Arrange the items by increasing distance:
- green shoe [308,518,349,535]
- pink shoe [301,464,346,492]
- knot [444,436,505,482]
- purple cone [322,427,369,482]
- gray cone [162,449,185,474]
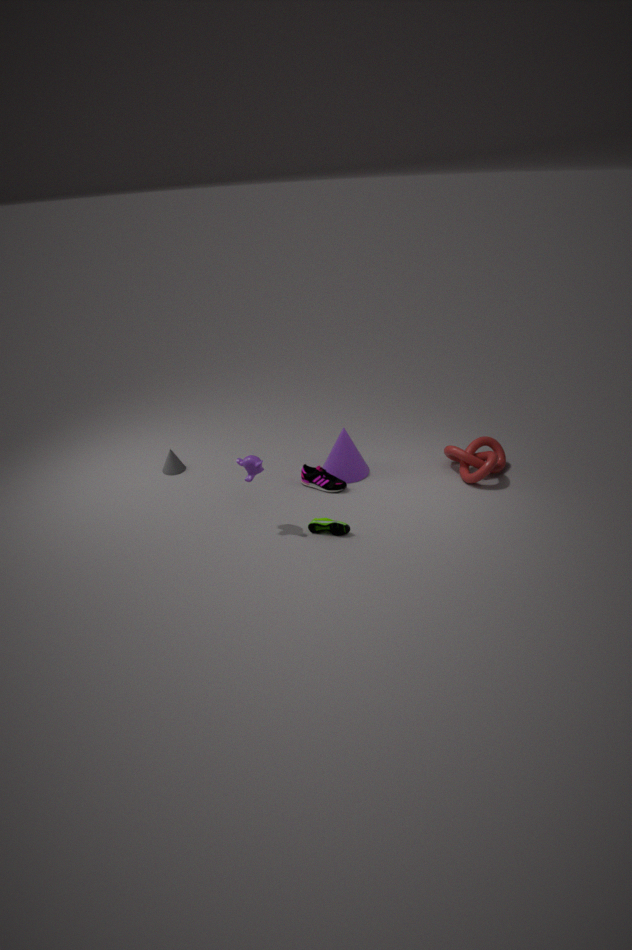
green shoe [308,518,349,535] < knot [444,436,505,482] < pink shoe [301,464,346,492] < purple cone [322,427,369,482] < gray cone [162,449,185,474]
